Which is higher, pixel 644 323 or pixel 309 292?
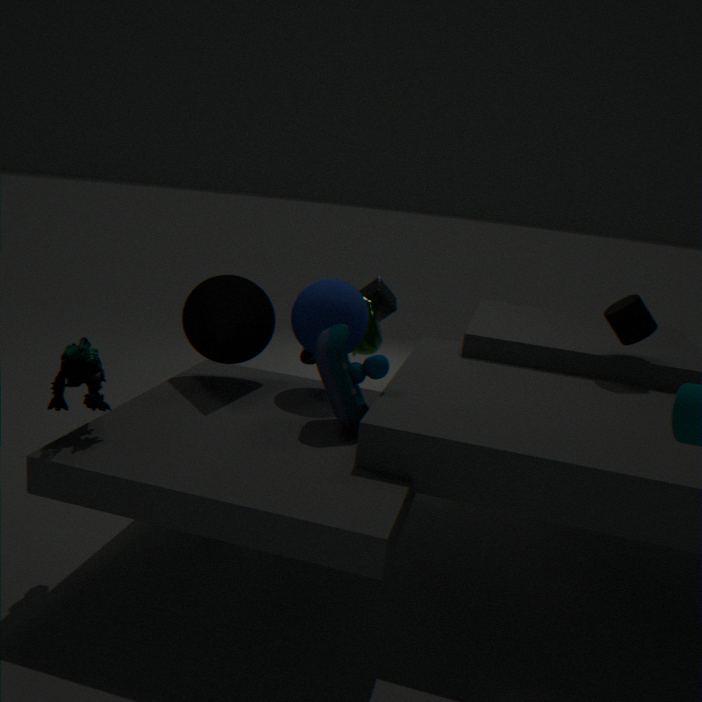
pixel 644 323
